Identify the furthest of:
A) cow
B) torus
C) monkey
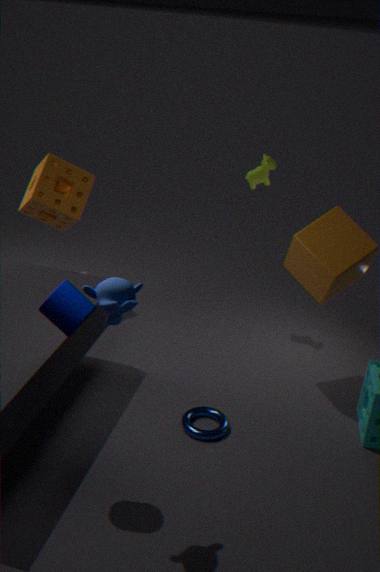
cow
